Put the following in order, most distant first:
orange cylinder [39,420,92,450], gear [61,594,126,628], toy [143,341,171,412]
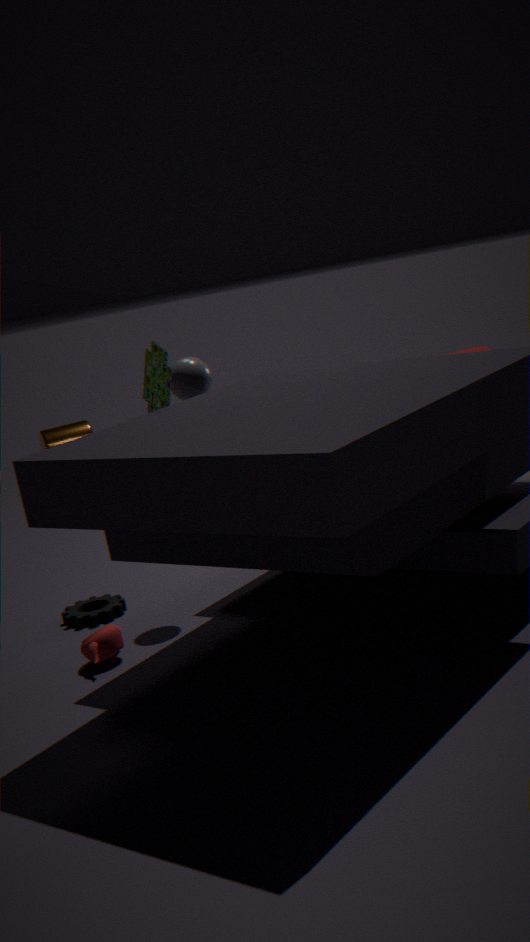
orange cylinder [39,420,92,450] → gear [61,594,126,628] → toy [143,341,171,412]
